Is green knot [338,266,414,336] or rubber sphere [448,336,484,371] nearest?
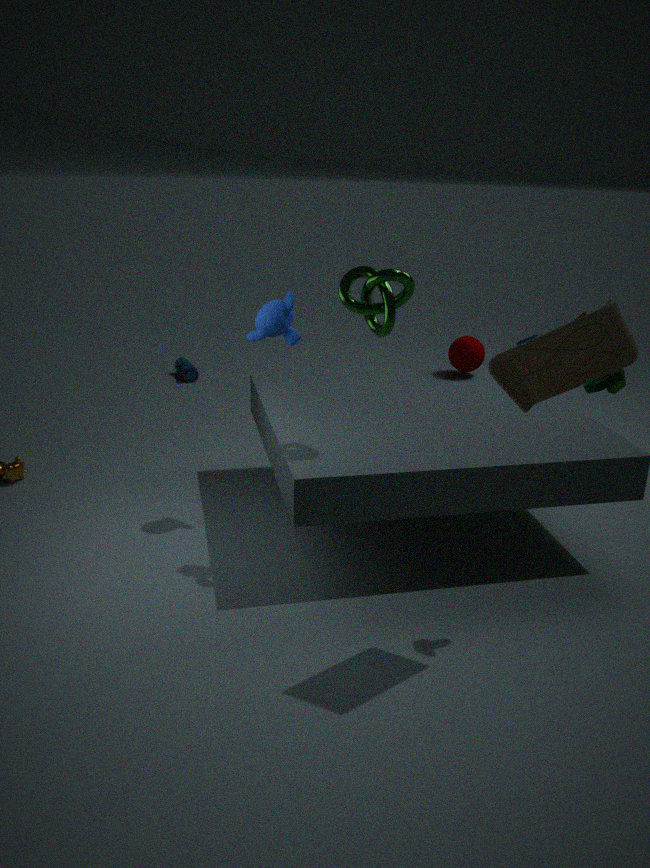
green knot [338,266,414,336]
